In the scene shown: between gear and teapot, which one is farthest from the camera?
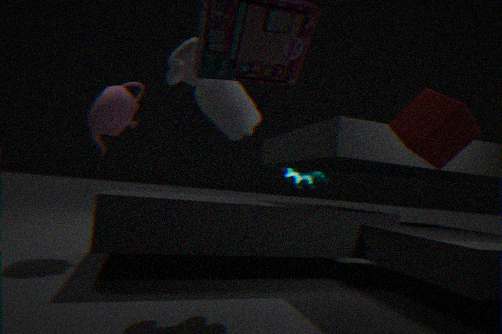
gear
